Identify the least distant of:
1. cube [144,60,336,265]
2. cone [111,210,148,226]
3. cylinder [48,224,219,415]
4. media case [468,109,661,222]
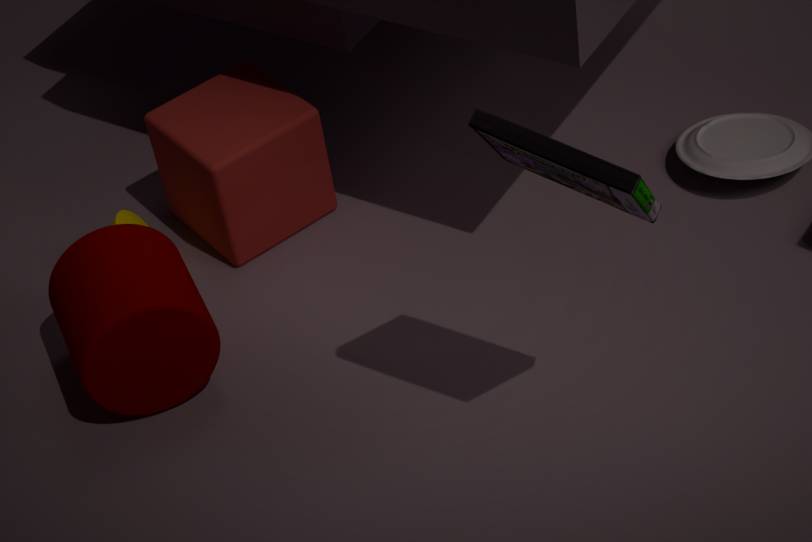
media case [468,109,661,222]
